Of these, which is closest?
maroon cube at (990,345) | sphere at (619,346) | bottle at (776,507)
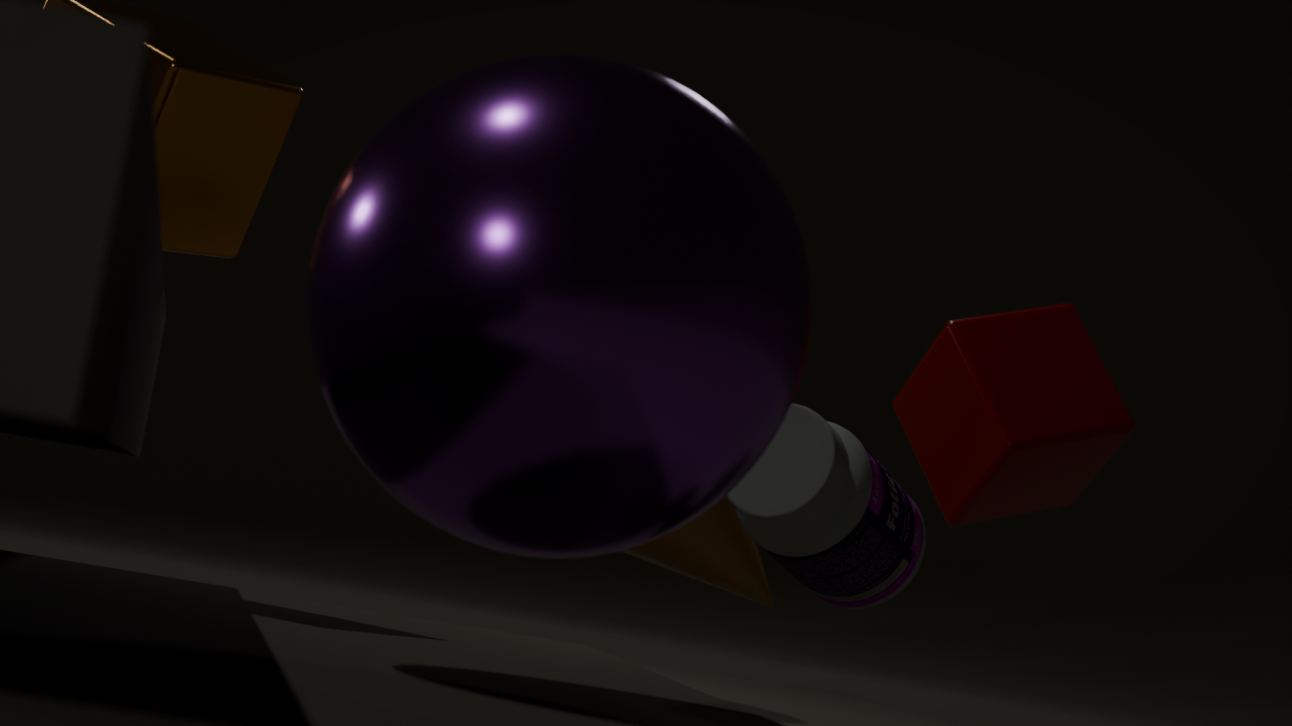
sphere at (619,346)
